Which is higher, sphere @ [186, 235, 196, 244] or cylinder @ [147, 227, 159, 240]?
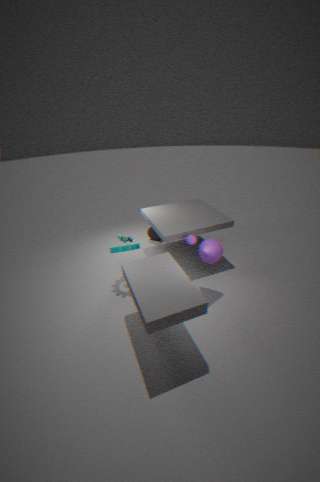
sphere @ [186, 235, 196, 244]
